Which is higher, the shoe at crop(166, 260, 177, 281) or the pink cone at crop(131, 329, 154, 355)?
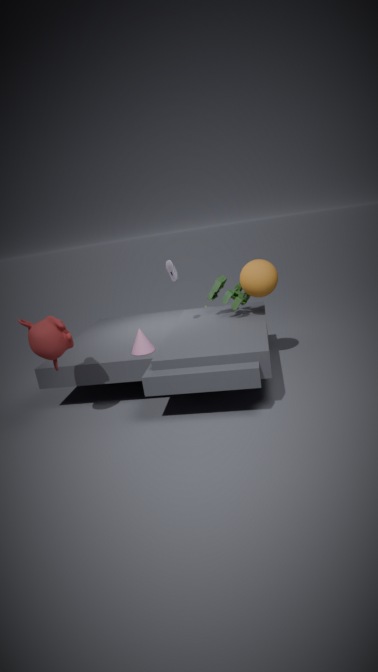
the shoe at crop(166, 260, 177, 281)
